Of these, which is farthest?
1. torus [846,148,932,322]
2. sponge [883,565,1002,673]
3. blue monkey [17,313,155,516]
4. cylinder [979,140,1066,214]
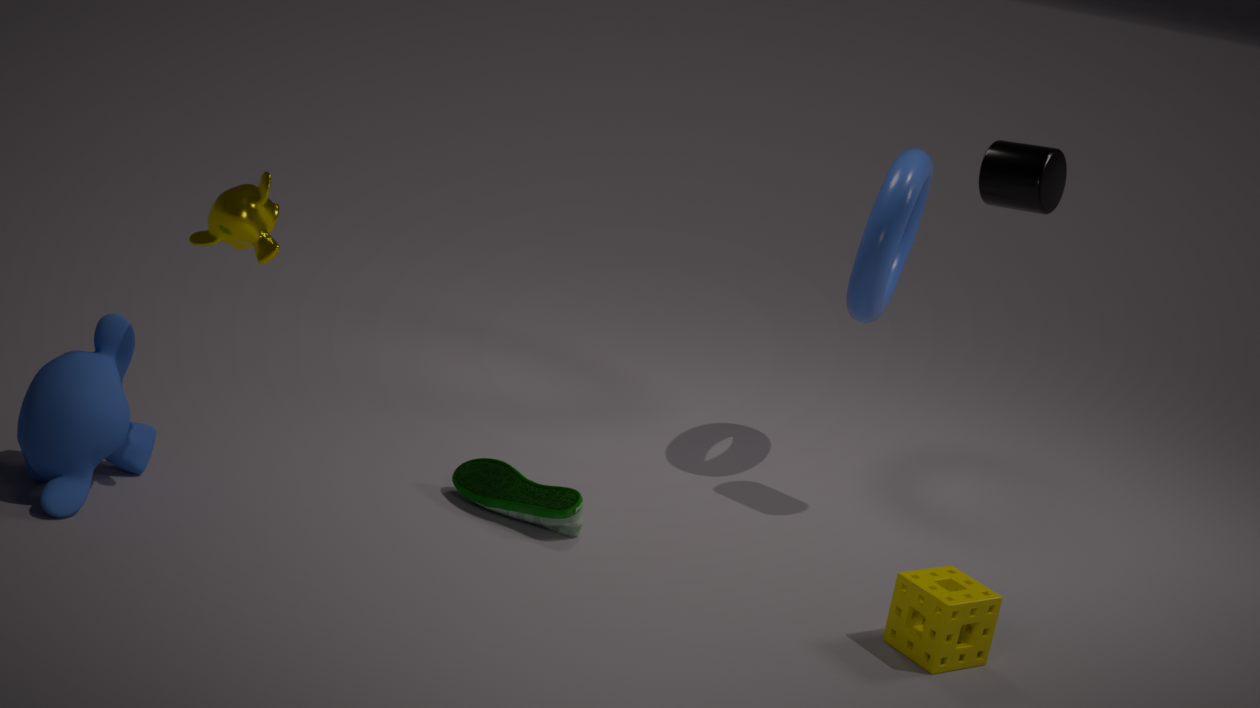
torus [846,148,932,322]
